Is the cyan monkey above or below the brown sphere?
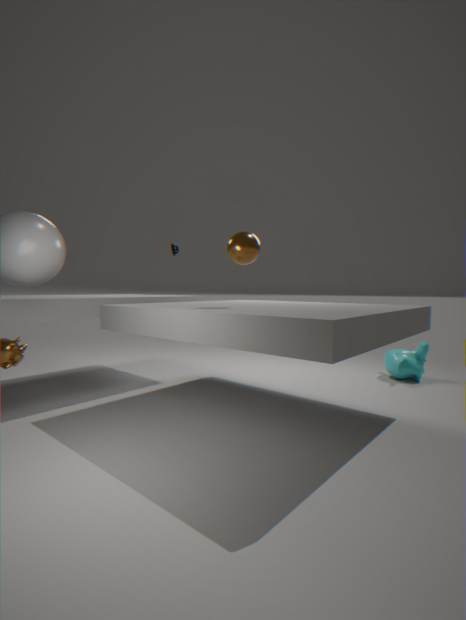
below
